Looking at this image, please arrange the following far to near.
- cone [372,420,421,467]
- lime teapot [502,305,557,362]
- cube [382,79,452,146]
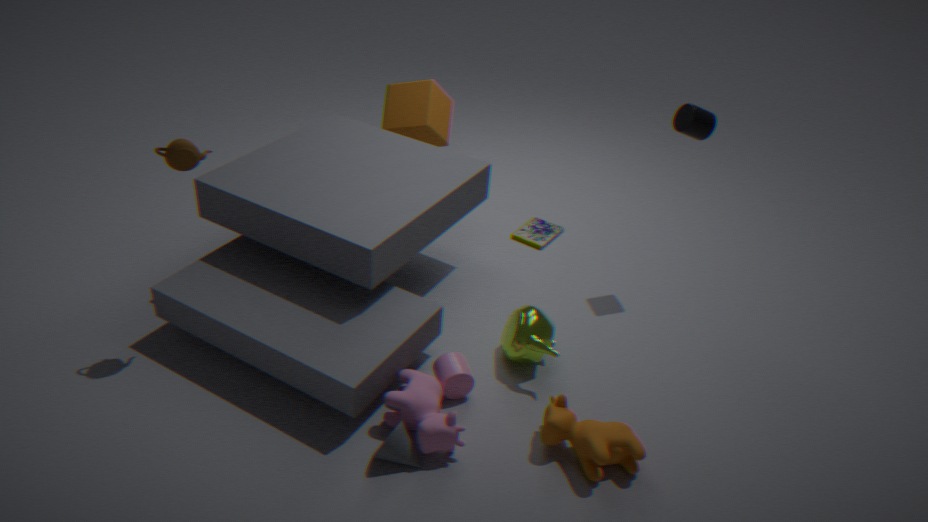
cube [382,79,452,146], lime teapot [502,305,557,362], cone [372,420,421,467]
